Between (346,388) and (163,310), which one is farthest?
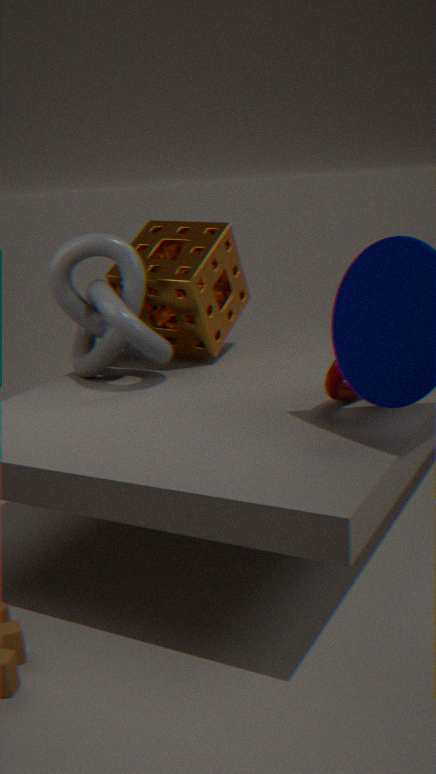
(163,310)
